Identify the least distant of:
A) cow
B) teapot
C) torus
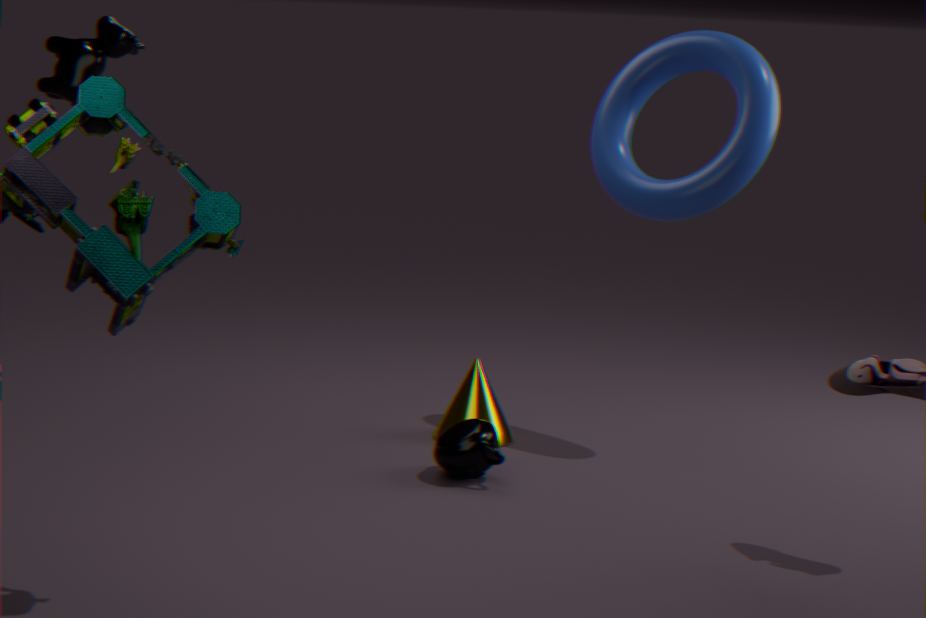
cow
